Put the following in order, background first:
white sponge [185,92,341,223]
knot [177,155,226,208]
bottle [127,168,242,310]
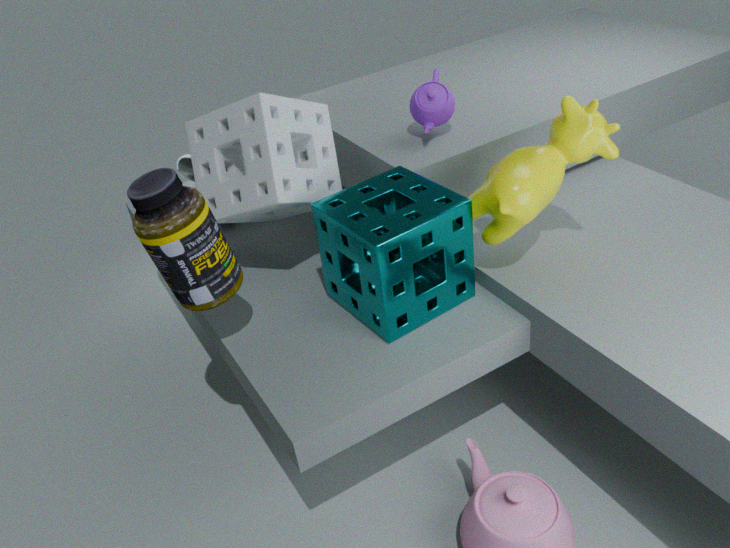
knot [177,155,226,208] → white sponge [185,92,341,223] → bottle [127,168,242,310]
